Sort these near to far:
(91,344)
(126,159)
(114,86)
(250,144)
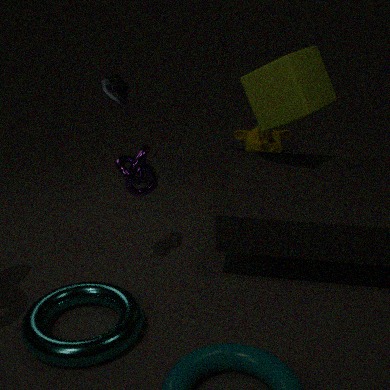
1. (91,344)
2. (126,159)
3. (114,86)
4. (250,144)
